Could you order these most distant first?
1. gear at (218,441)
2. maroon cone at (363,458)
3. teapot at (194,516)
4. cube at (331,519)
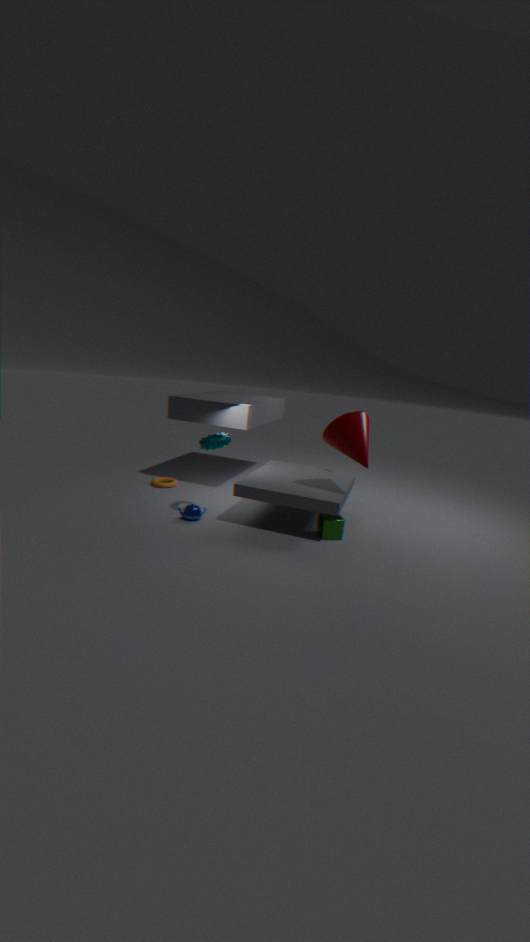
1. teapot at (194,516)
2. gear at (218,441)
3. cube at (331,519)
4. maroon cone at (363,458)
